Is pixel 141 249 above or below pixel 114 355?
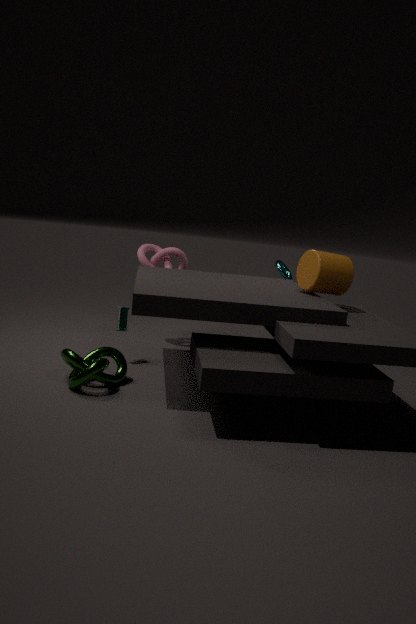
above
